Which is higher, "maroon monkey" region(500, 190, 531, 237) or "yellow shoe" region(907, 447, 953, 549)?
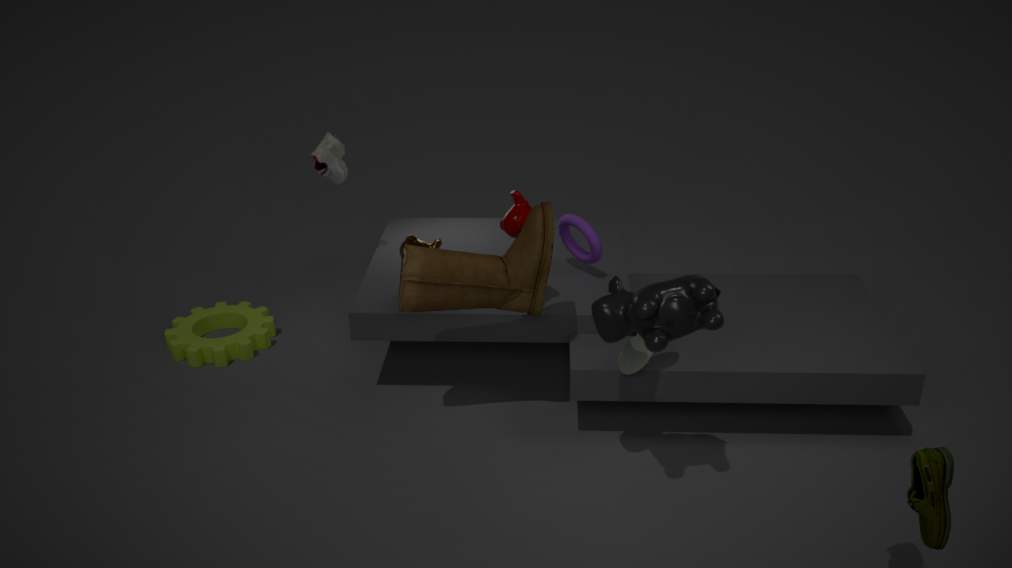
"maroon monkey" region(500, 190, 531, 237)
